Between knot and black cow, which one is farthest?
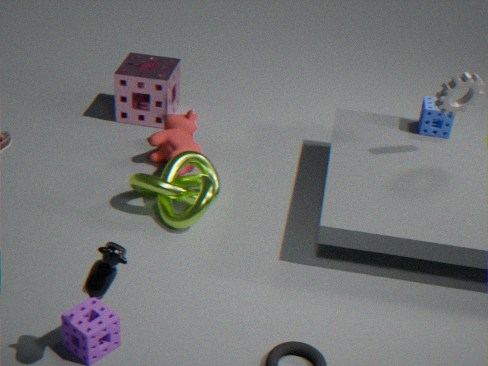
knot
